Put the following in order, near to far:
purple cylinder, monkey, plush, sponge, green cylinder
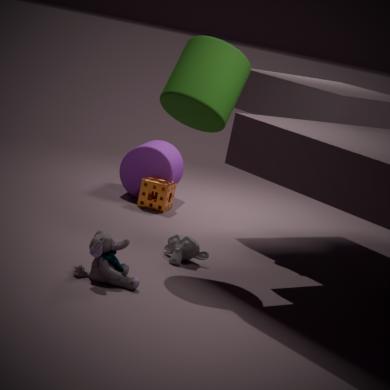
1. plush
2. green cylinder
3. monkey
4. sponge
5. purple cylinder
